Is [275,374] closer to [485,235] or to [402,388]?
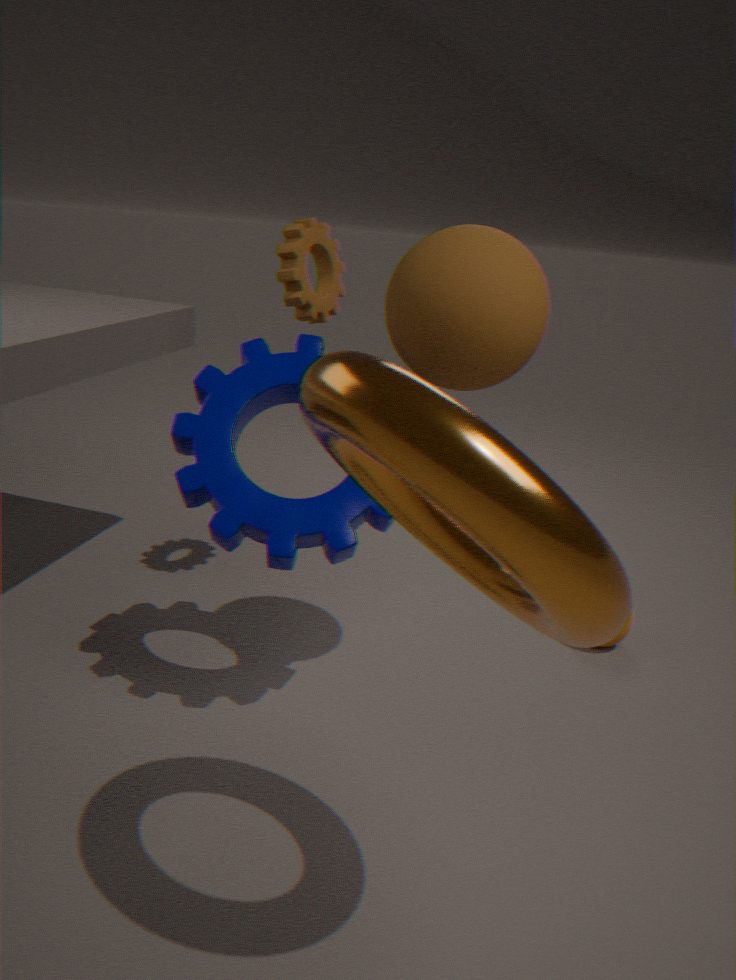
[485,235]
